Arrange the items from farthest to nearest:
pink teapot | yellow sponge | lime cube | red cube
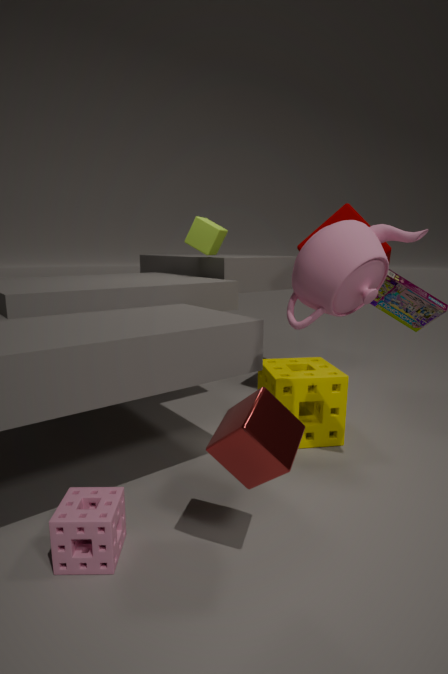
lime cube, yellow sponge, pink teapot, red cube
